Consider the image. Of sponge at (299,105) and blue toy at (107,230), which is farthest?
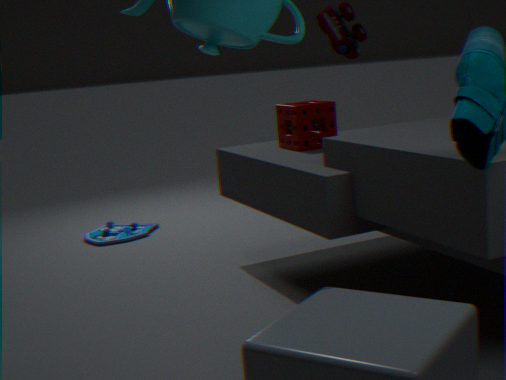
blue toy at (107,230)
